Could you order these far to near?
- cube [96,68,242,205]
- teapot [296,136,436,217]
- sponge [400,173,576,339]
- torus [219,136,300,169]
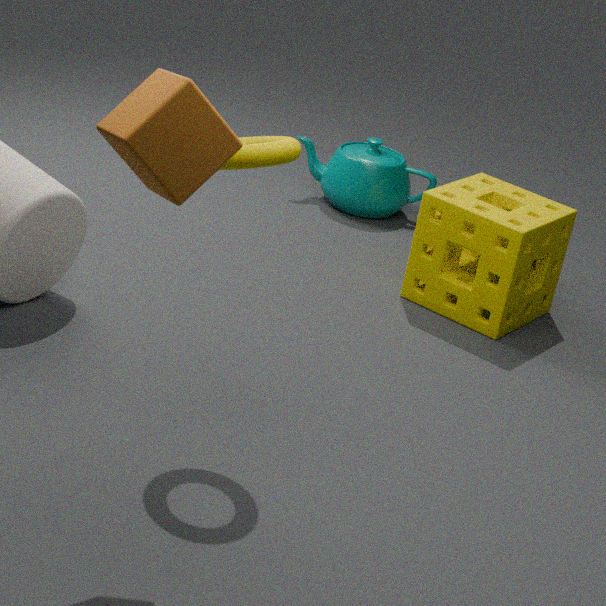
1. teapot [296,136,436,217]
2. sponge [400,173,576,339]
3. torus [219,136,300,169]
4. cube [96,68,242,205]
